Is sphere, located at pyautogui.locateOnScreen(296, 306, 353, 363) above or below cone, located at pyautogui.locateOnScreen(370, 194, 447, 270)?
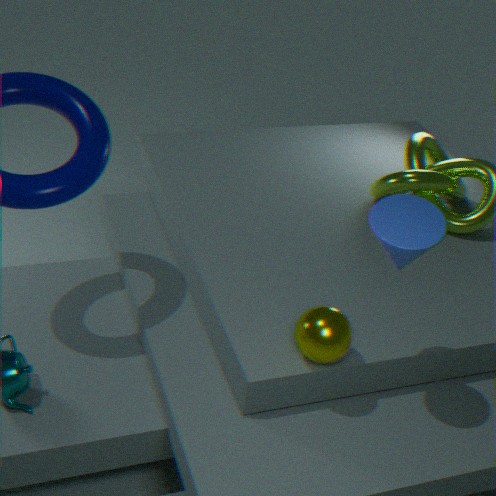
below
